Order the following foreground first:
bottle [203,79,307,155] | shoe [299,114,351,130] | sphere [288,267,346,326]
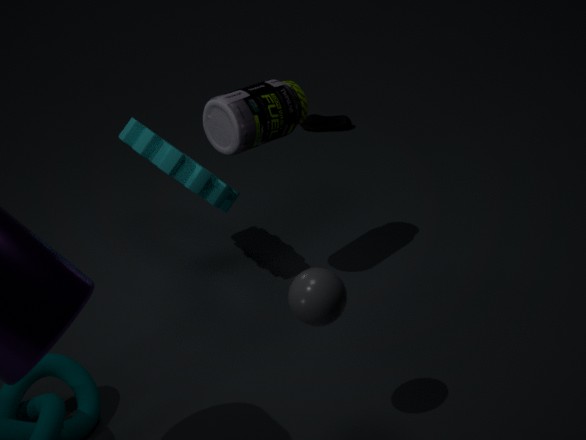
sphere [288,267,346,326]
bottle [203,79,307,155]
shoe [299,114,351,130]
